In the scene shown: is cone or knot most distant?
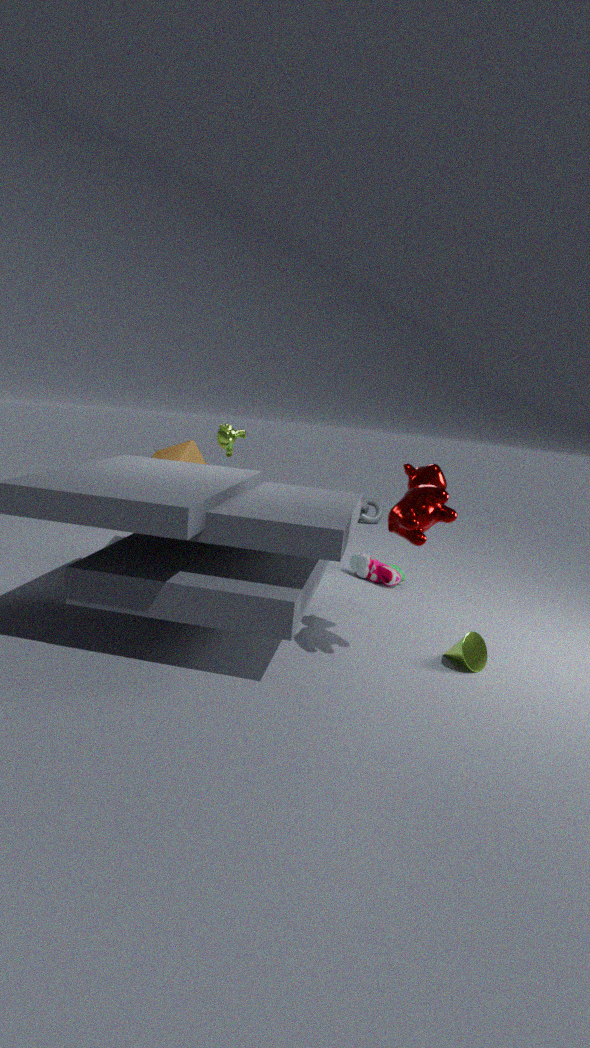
knot
